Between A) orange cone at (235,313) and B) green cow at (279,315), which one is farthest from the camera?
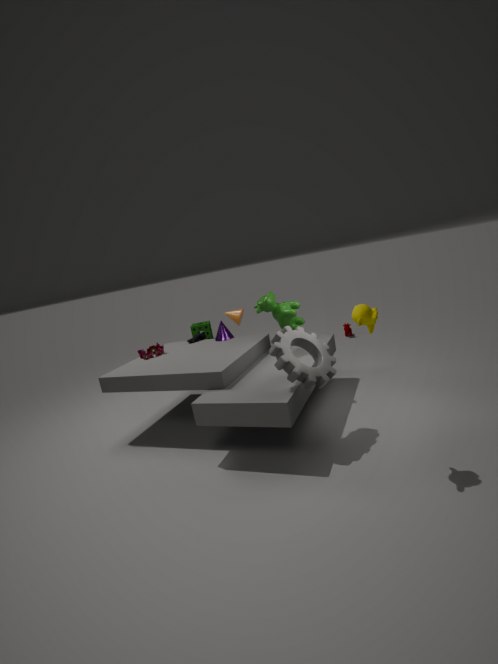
A. orange cone at (235,313)
